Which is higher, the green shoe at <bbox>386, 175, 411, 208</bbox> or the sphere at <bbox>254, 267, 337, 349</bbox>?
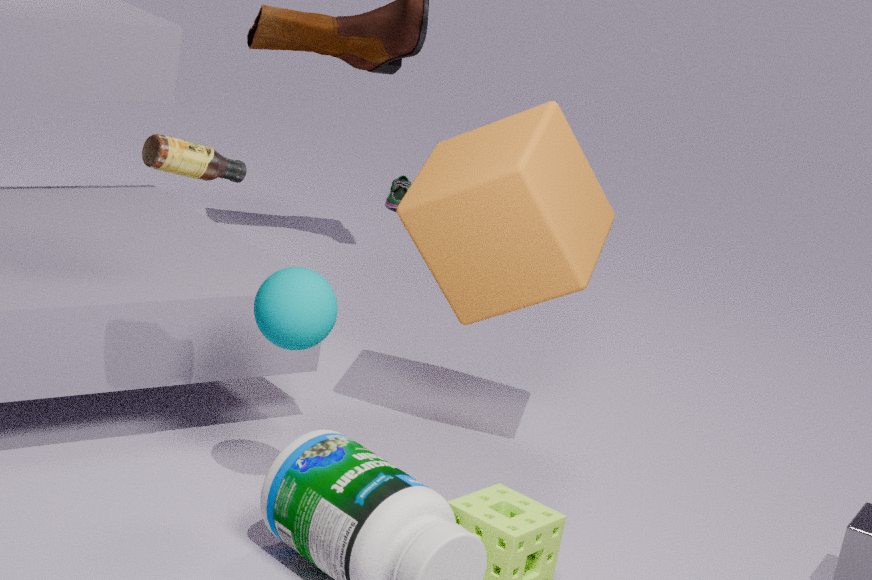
the sphere at <bbox>254, 267, 337, 349</bbox>
